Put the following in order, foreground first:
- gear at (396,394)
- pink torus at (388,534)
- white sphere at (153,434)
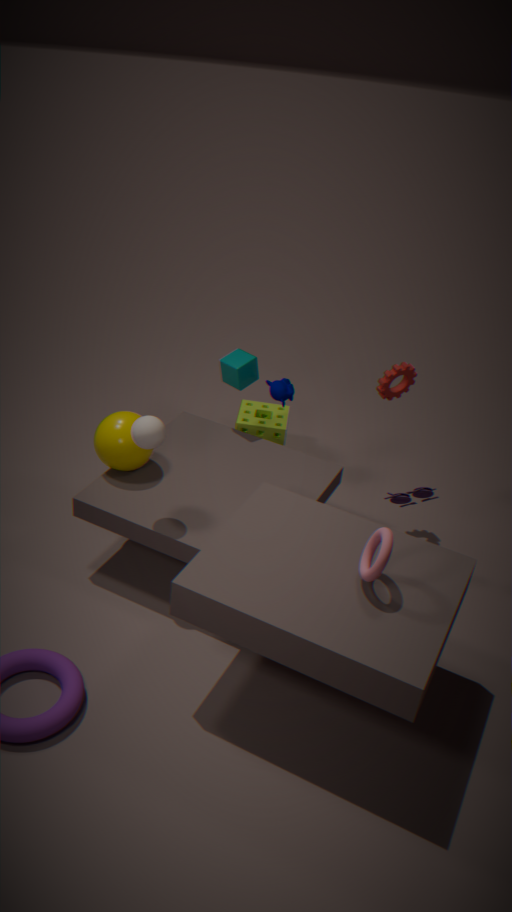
pink torus at (388,534) → white sphere at (153,434) → gear at (396,394)
